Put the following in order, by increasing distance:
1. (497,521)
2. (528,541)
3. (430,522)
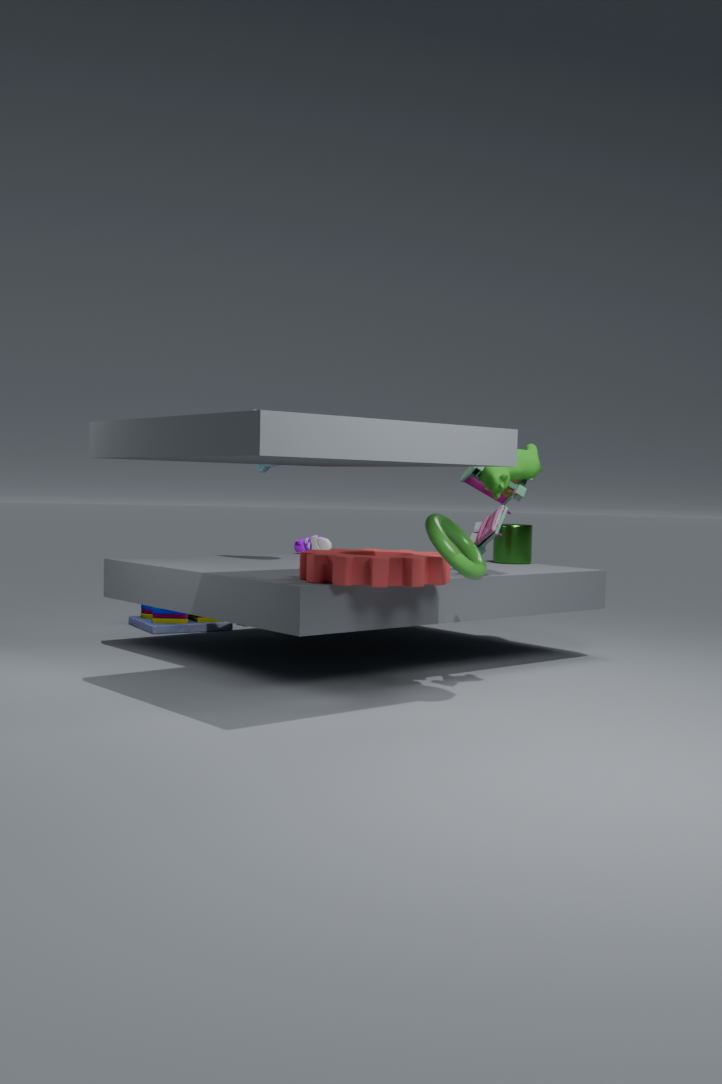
(430,522)
(497,521)
(528,541)
